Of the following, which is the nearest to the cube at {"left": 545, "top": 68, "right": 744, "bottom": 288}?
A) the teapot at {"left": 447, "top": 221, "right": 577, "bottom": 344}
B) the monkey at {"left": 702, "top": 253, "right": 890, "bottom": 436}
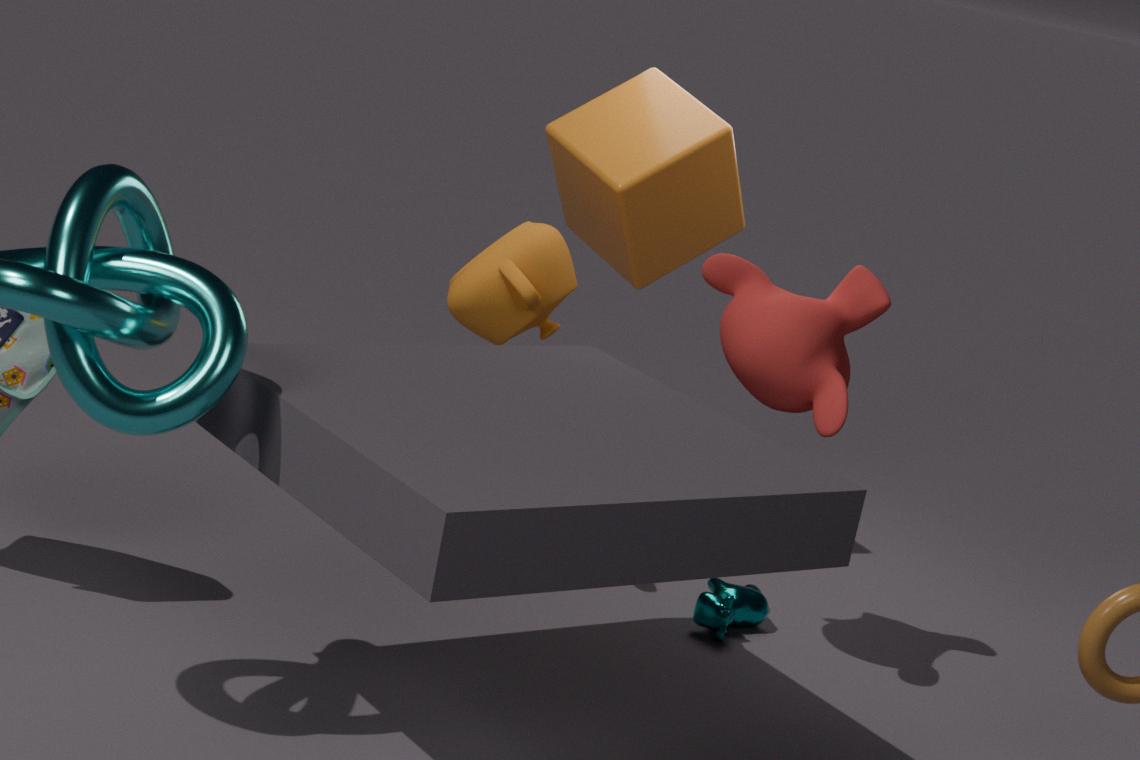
the teapot at {"left": 447, "top": 221, "right": 577, "bottom": 344}
